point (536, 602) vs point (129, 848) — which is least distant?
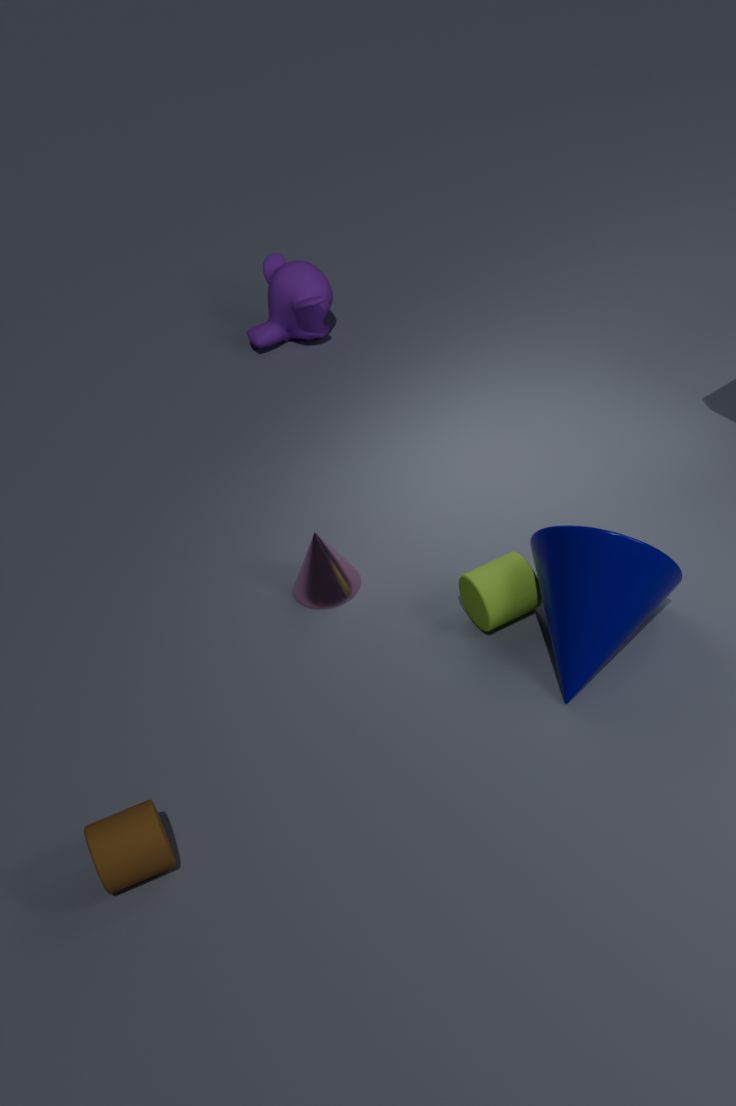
point (129, 848)
